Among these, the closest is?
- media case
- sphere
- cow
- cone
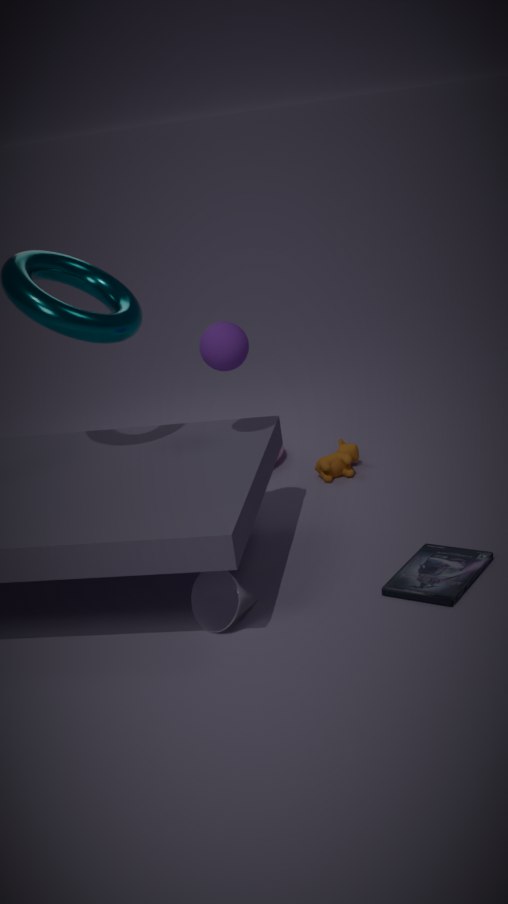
cone
